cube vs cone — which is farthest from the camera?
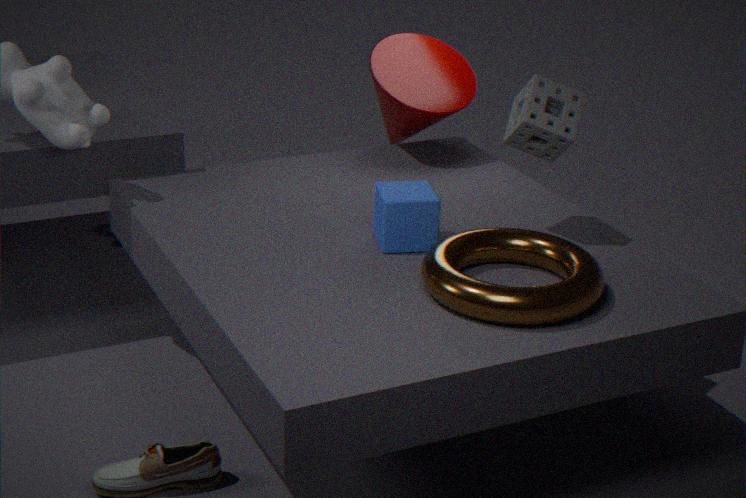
cone
